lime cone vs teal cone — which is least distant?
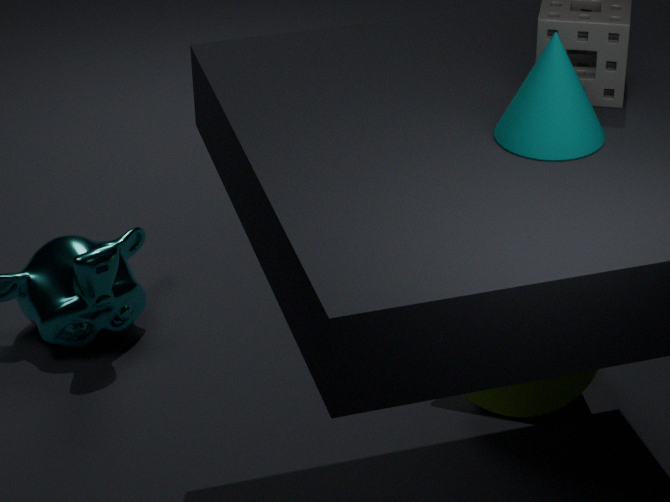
teal cone
